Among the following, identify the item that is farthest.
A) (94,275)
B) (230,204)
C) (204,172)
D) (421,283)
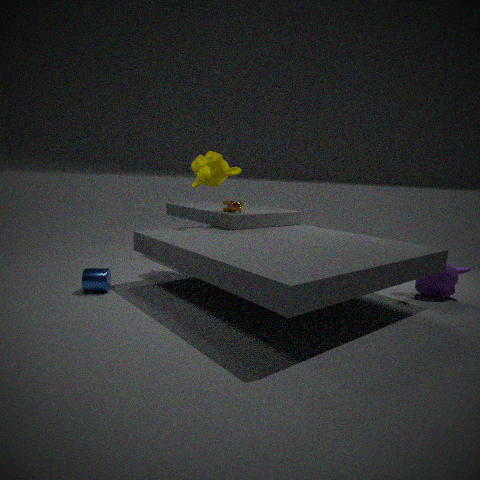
(230,204)
